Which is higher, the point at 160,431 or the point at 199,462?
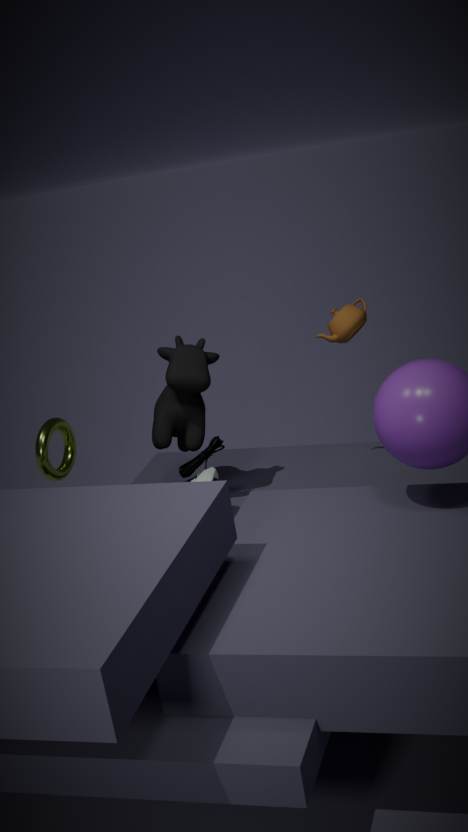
the point at 160,431
